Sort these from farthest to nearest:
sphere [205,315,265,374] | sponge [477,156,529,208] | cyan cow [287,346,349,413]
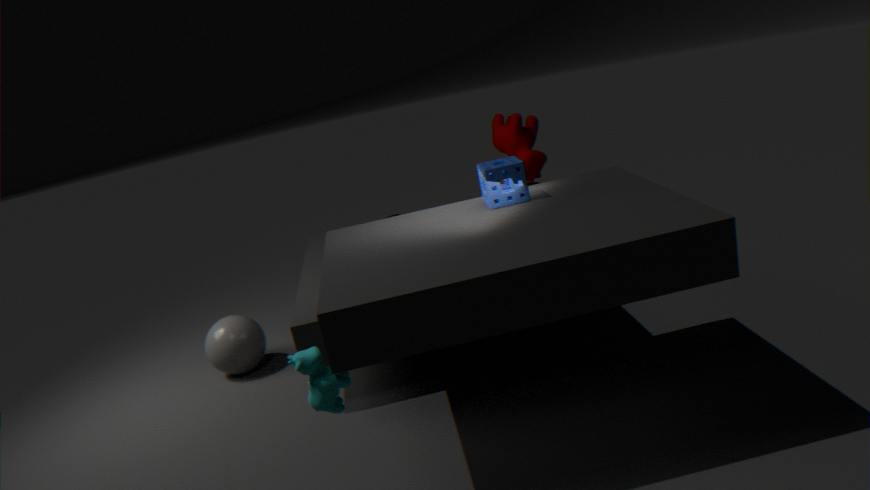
sphere [205,315,265,374] → sponge [477,156,529,208] → cyan cow [287,346,349,413]
